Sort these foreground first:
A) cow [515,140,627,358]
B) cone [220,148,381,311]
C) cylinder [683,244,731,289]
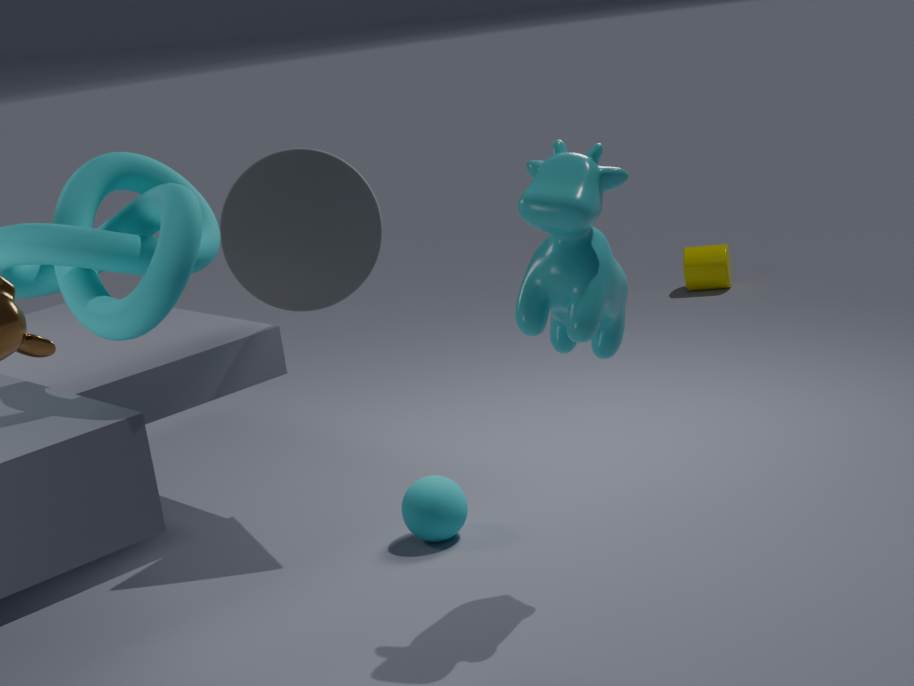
1. cow [515,140,627,358]
2. cone [220,148,381,311]
3. cylinder [683,244,731,289]
